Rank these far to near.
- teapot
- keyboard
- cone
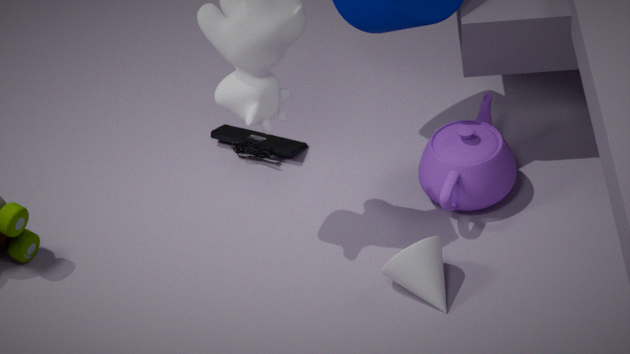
keyboard → teapot → cone
